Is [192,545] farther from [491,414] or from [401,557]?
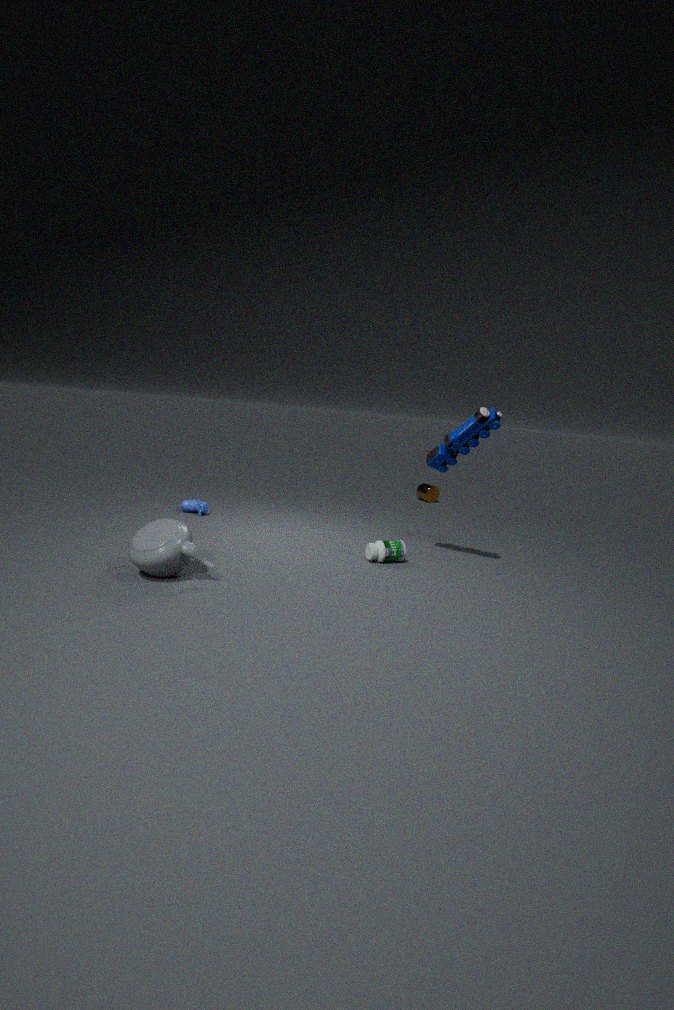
[491,414]
